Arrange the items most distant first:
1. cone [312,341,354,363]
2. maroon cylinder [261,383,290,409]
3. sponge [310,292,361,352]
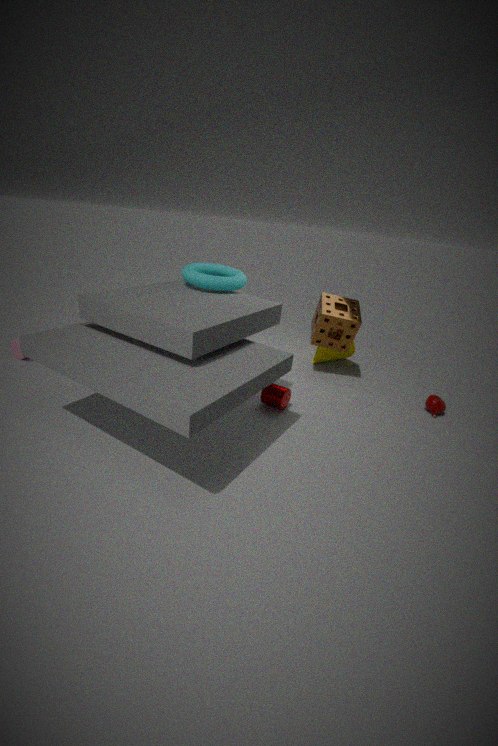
cone [312,341,354,363] < sponge [310,292,361,352] < maroon cylinder [261,383,290,409]
